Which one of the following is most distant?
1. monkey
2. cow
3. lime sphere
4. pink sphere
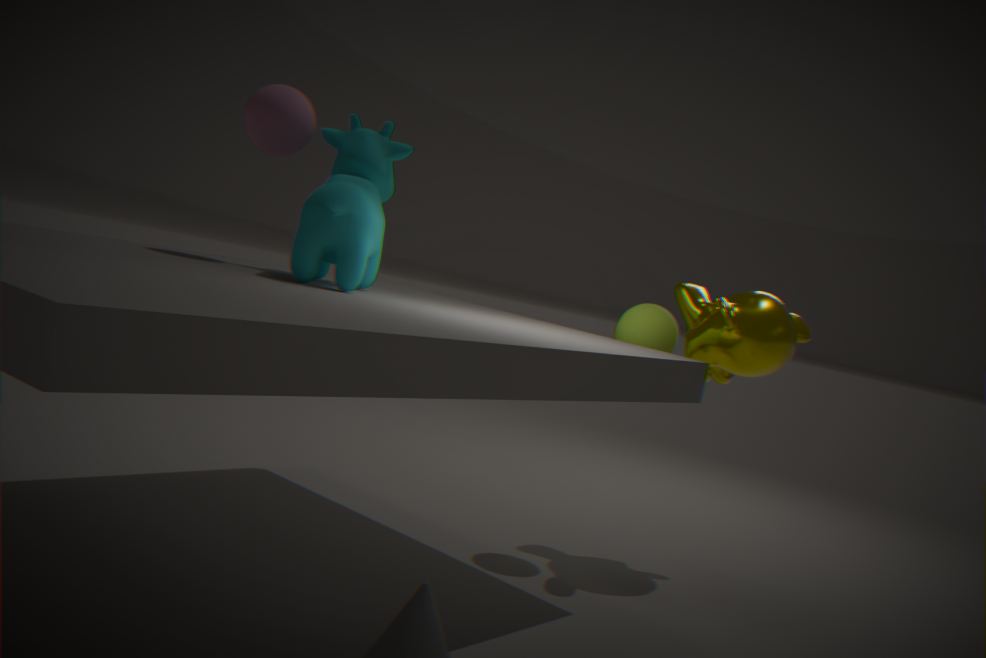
monkey
